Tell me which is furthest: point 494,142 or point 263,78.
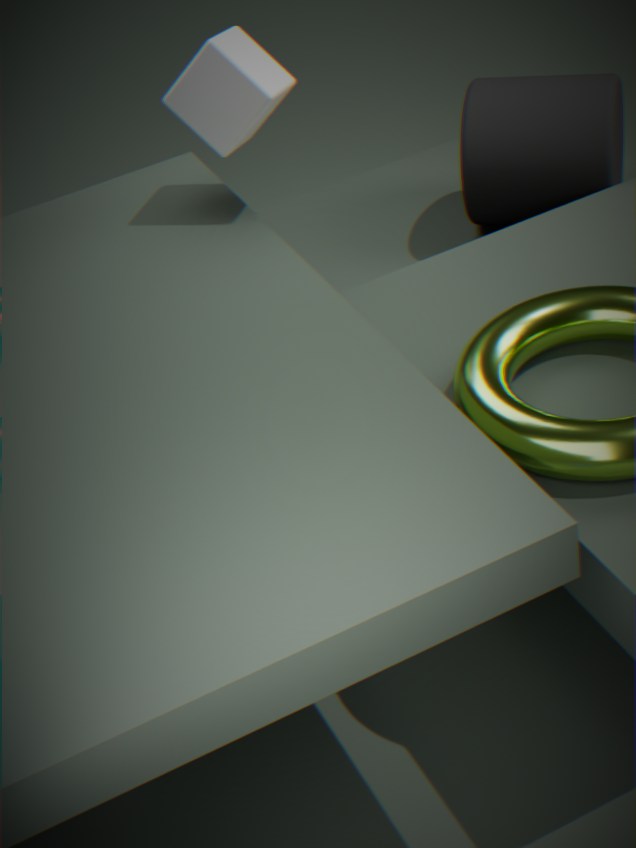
point 494,142
